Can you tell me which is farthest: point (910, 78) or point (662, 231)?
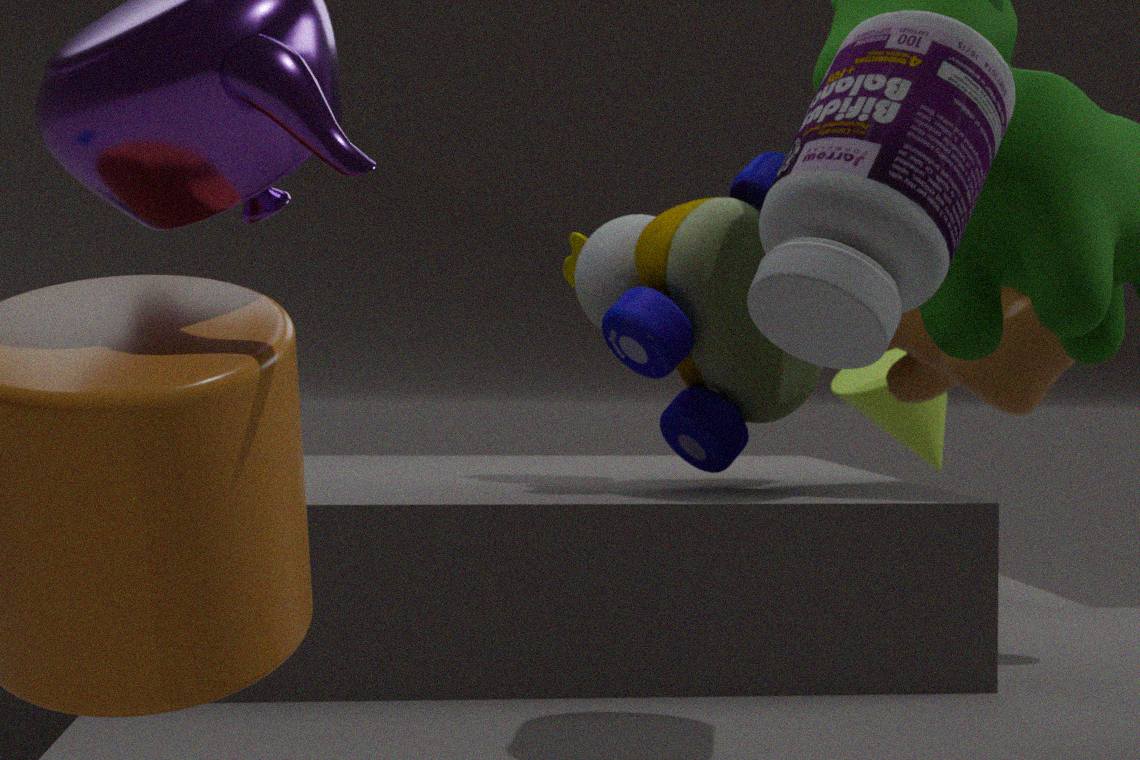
point (662, 231)
